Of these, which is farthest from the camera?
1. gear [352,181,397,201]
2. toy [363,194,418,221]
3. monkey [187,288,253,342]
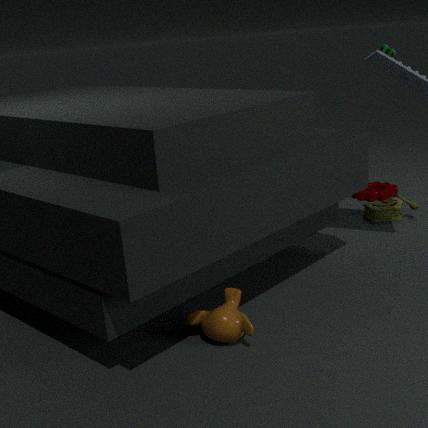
gear [352,181,397,201]
